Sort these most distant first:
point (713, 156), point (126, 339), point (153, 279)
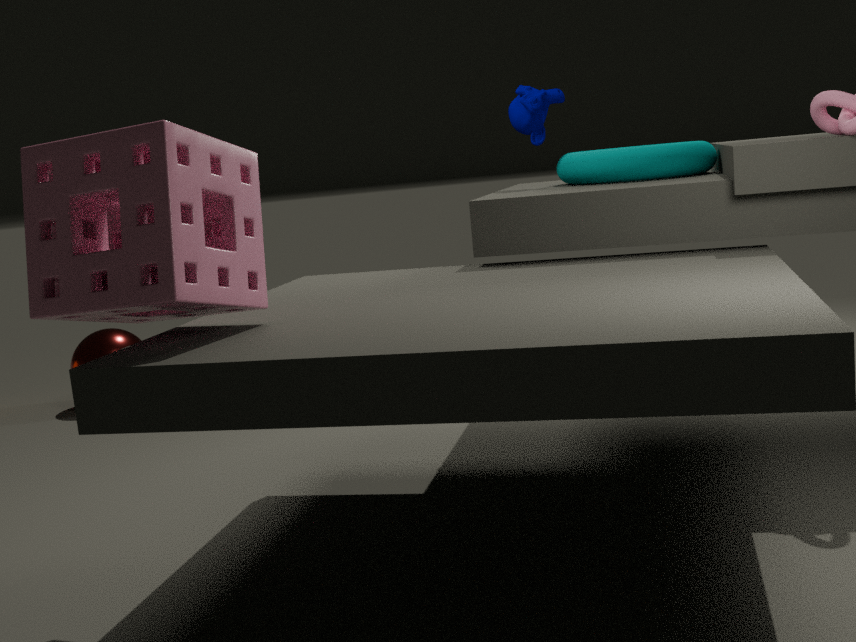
point (126, 339)
point (713, 156)
point (153, 279)
